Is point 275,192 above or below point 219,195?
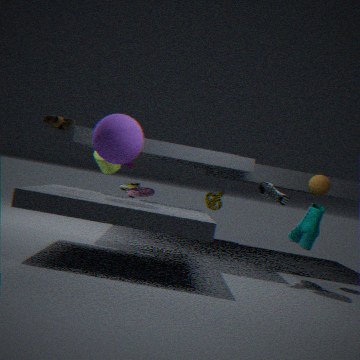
above
